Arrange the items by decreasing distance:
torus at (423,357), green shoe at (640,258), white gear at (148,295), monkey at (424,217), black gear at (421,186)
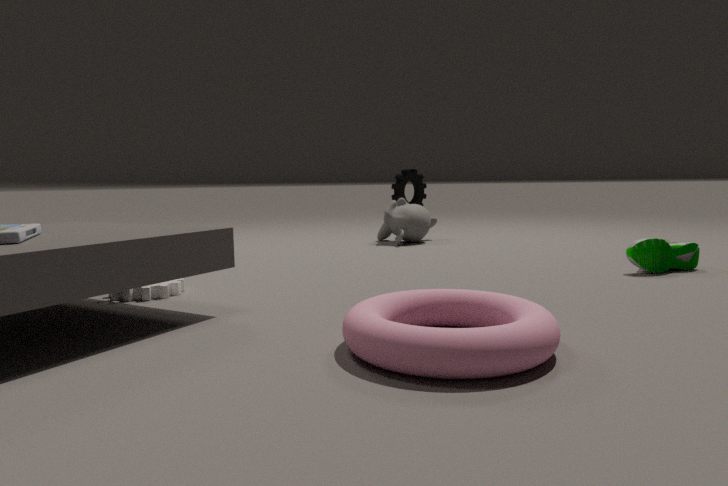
black gear at (421,186)
monkey at (424,217)
green shoe at (640,258)
white gear at (148,295)
torus at (423,357)
